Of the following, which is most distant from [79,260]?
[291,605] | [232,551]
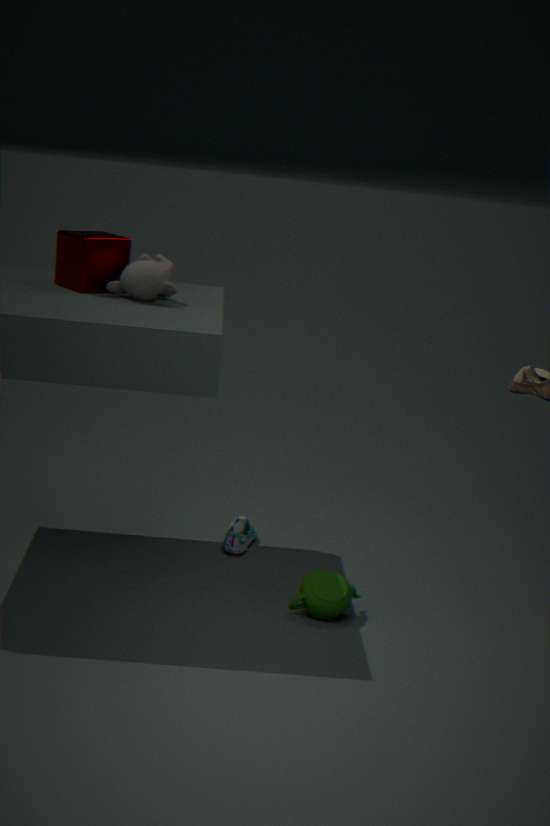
[291,605]
